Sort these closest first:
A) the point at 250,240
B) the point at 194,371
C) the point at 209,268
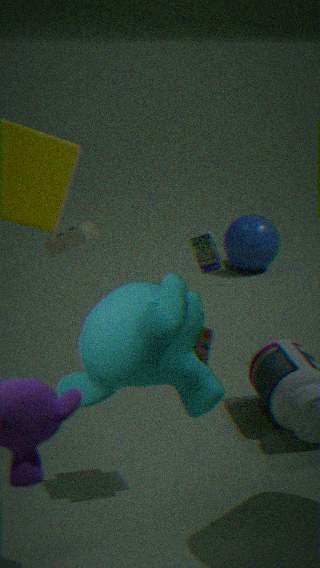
1. the point at 194,371
2. the point at 209,268
3. the point at 250,240
